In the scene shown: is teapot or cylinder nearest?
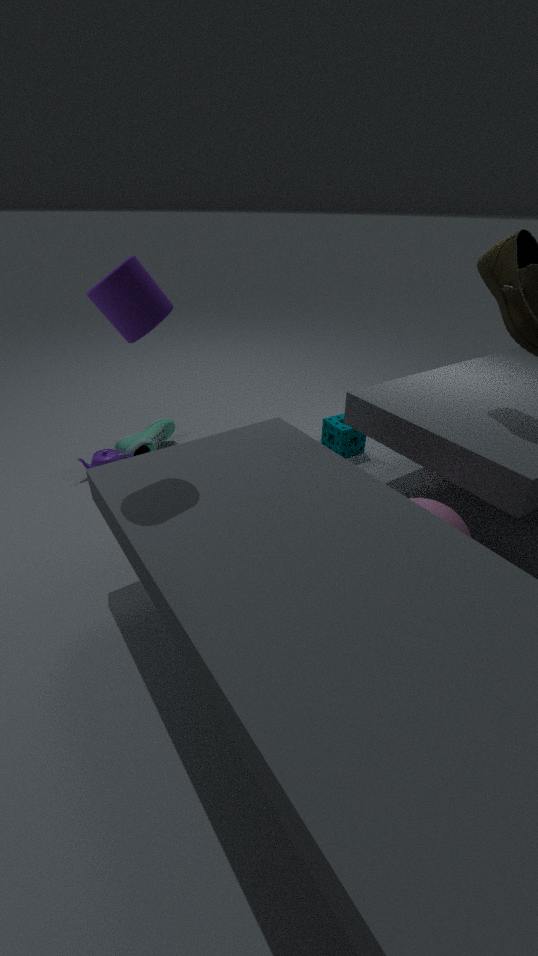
cylinder
